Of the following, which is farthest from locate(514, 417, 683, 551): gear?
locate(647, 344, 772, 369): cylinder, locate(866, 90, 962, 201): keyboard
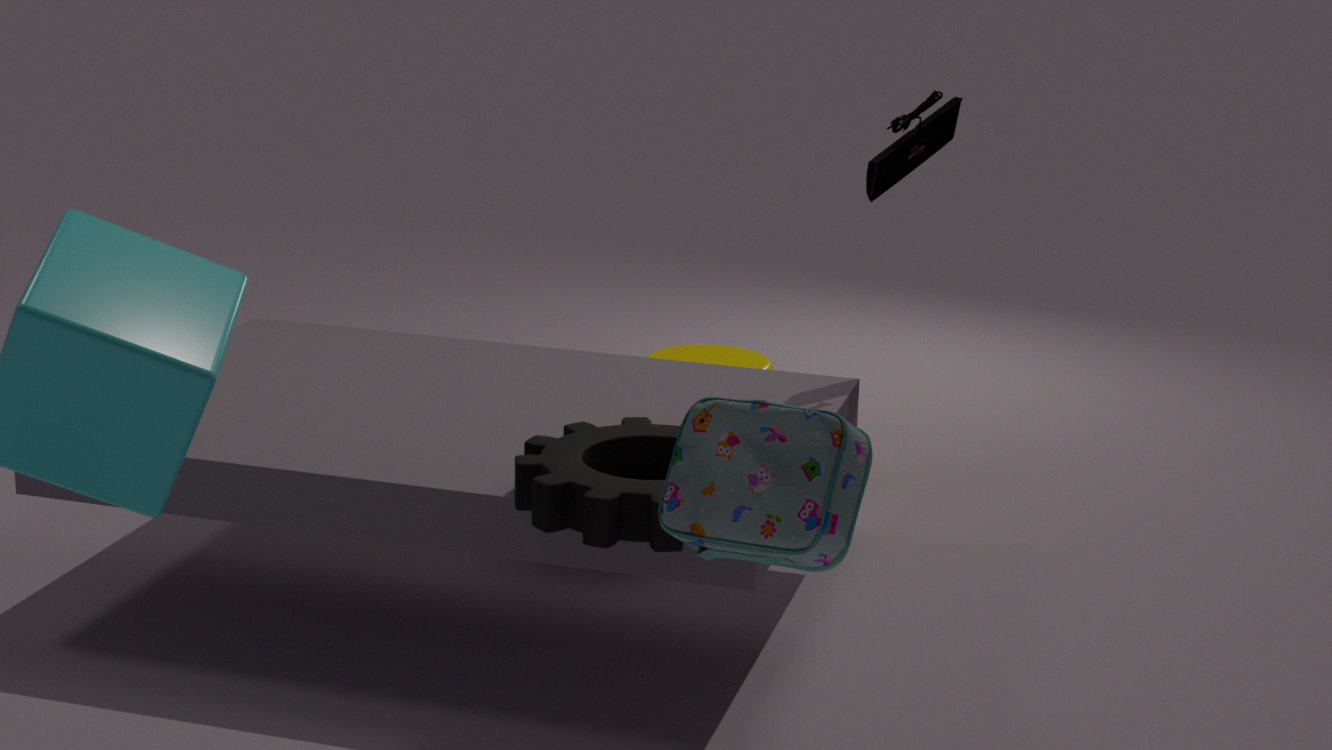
locate(647, 344, 772, 369): cylinder
